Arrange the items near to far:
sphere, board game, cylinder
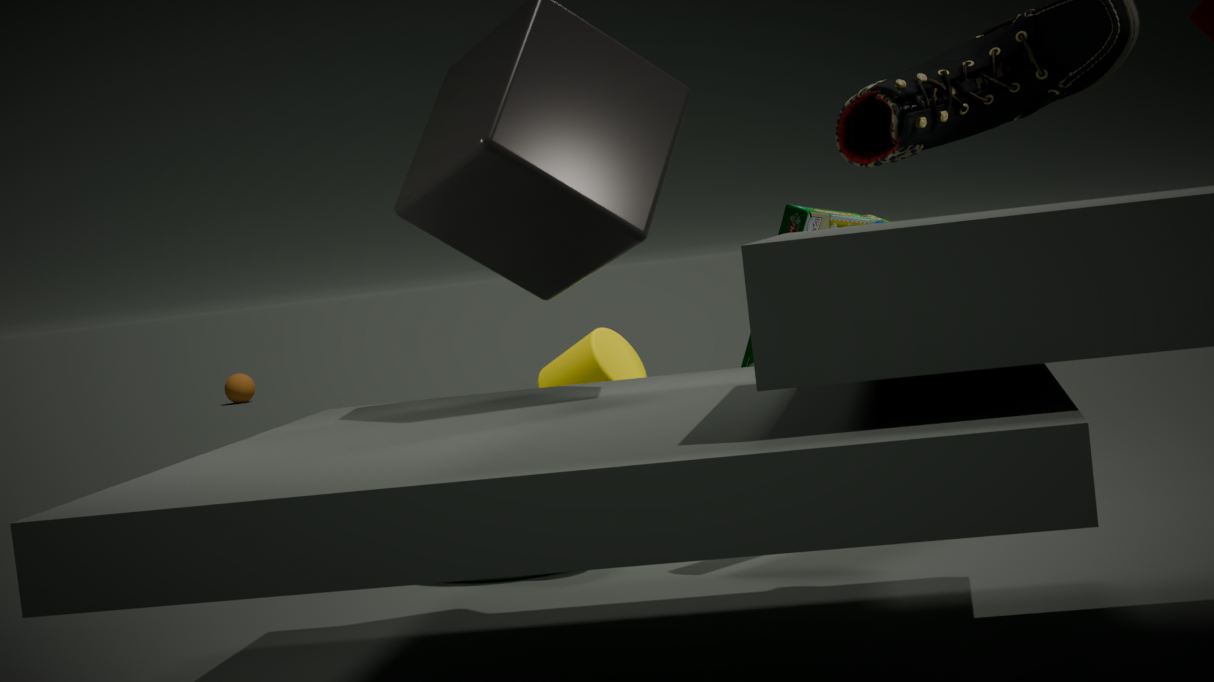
board game → cylinder → sphere
